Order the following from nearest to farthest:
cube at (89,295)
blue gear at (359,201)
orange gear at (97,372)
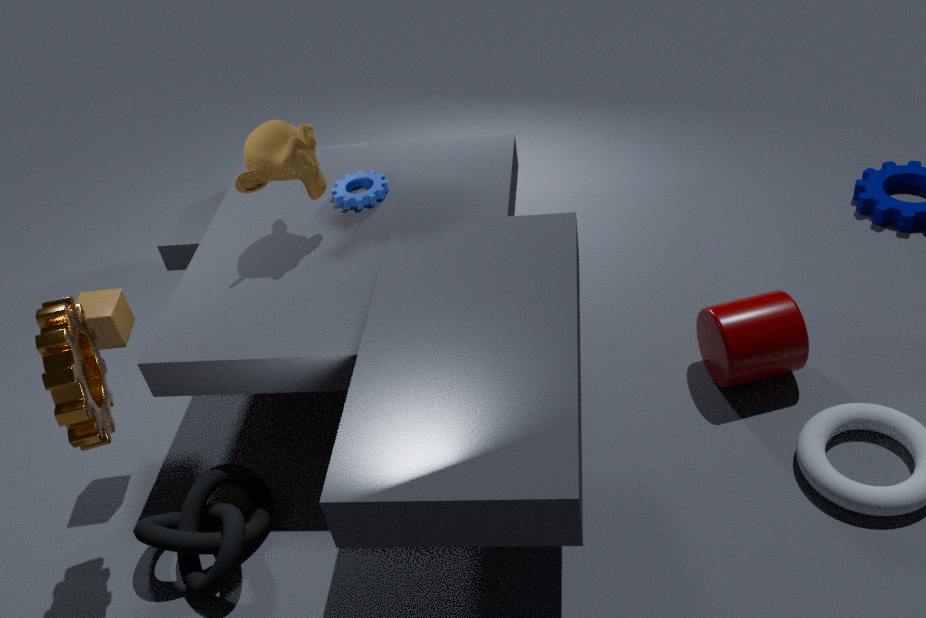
1. orange gear at (97,372)
2. cube at (89,295)
3. blue gear at (359,201)
